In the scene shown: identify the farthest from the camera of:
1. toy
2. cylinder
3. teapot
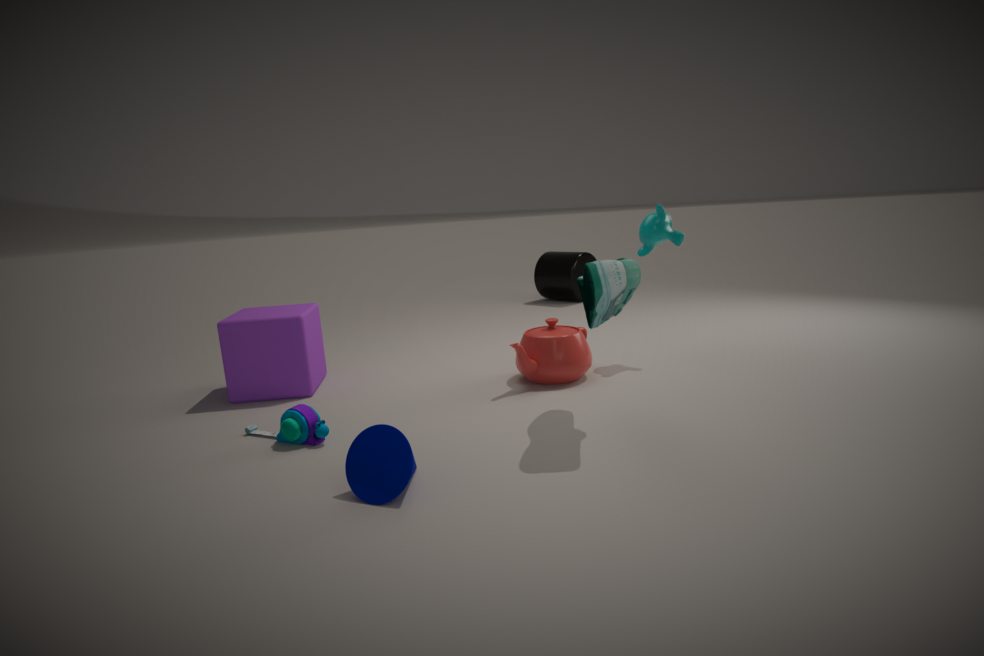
cylinder
